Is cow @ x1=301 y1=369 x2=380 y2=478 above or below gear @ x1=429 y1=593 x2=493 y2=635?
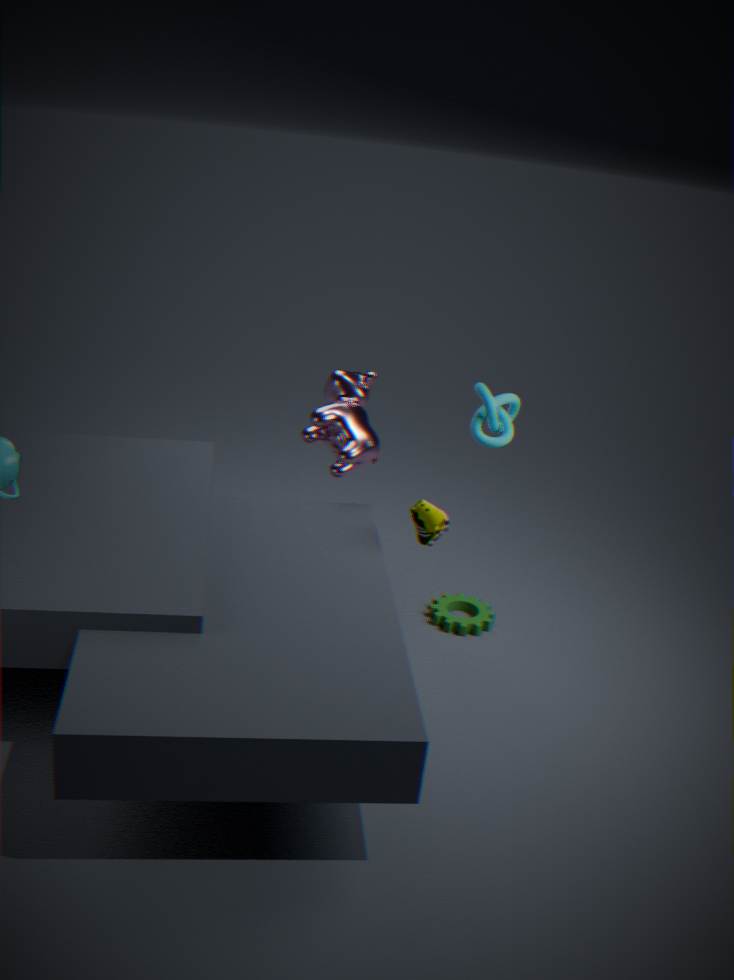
above
